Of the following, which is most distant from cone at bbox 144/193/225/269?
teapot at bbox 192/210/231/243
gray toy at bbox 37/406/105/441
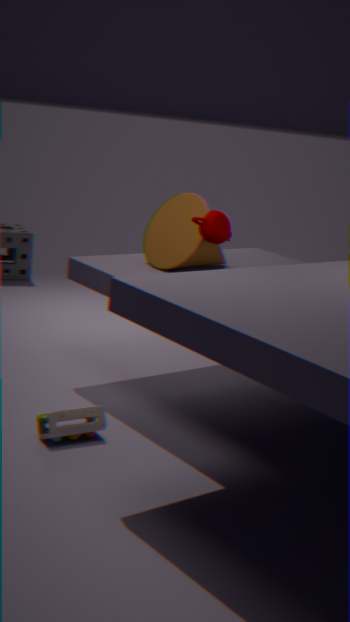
gray toy at bbox 37/406/105/441
